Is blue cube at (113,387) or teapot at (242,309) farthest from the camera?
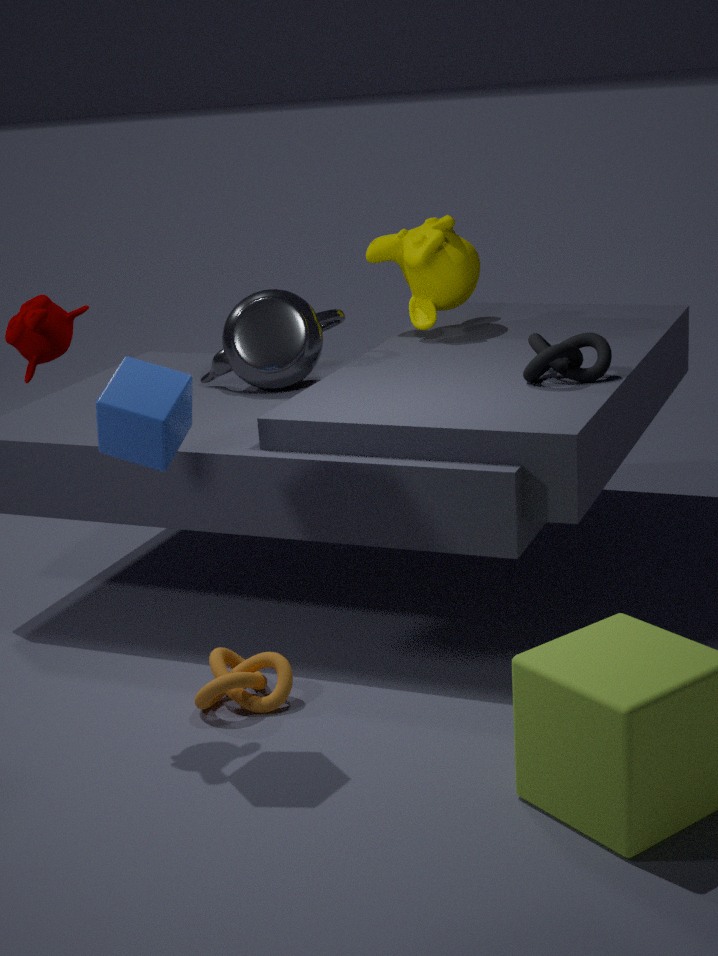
teapot at (242,309)
